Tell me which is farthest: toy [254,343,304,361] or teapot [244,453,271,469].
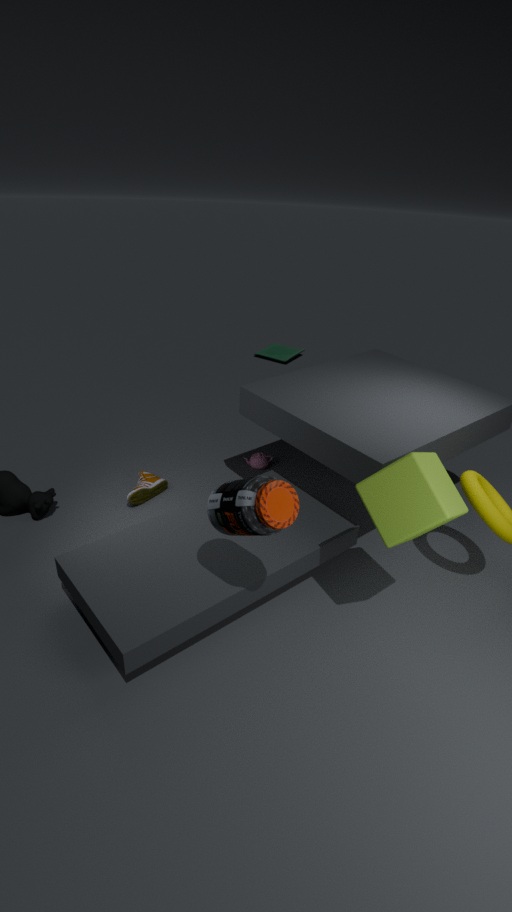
toy [254,343,304,361]
